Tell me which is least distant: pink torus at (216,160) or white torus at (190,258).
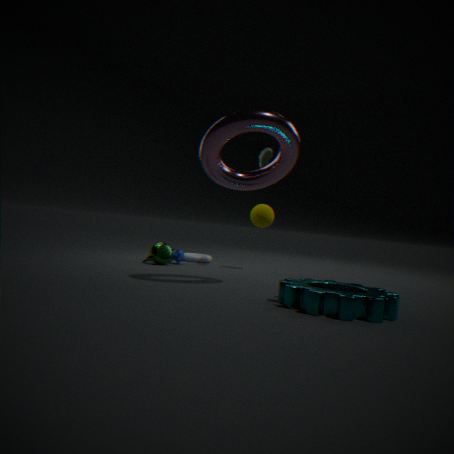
pink torus at (216,160)
